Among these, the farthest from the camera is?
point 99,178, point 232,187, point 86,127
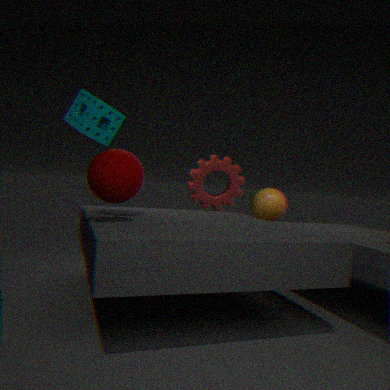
point 232,187
